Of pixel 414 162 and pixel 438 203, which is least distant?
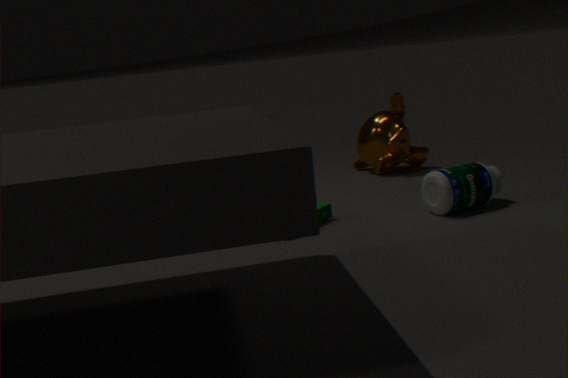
pixel 438 203
